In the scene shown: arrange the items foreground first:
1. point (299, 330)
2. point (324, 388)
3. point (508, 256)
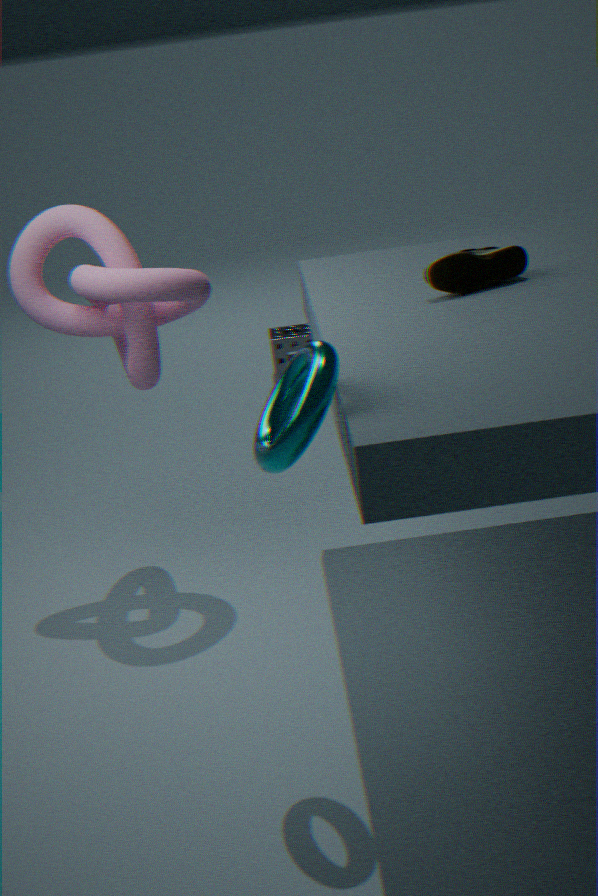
point (324, 388), point (508, 256), point (299, 330)
